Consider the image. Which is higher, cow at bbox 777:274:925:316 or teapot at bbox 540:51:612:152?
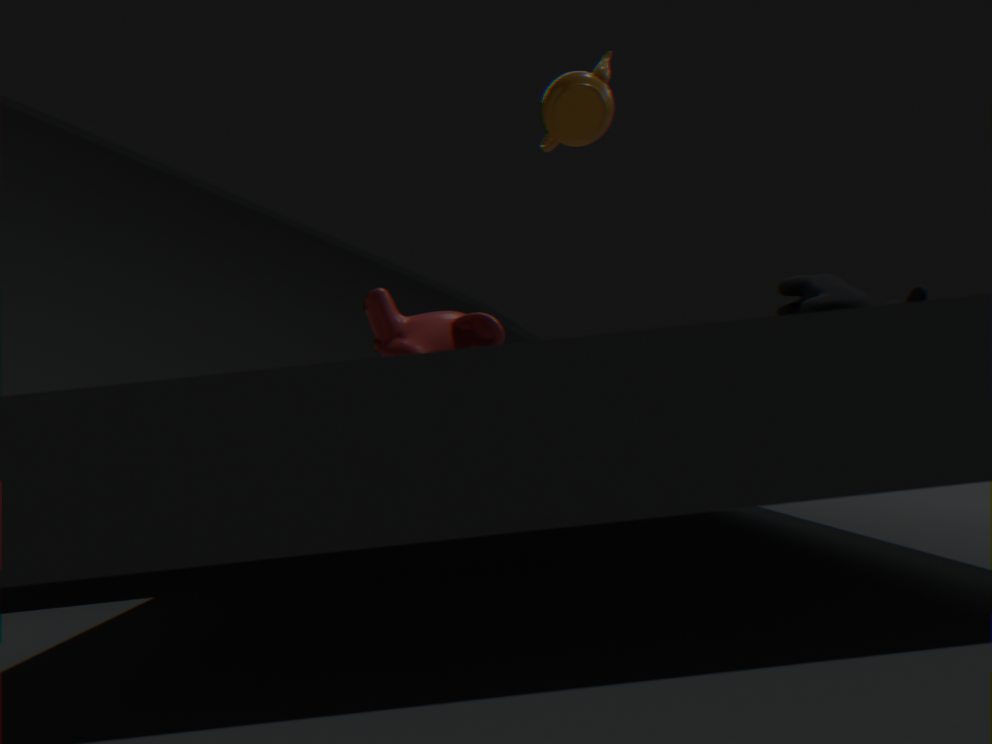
teapot at bbox 540:51:612:152
